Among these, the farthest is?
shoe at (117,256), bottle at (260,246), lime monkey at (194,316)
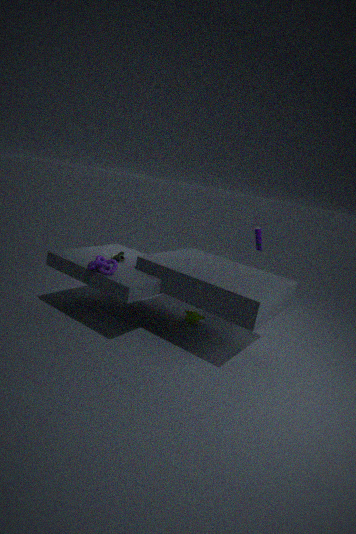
bottle at (260,246)
